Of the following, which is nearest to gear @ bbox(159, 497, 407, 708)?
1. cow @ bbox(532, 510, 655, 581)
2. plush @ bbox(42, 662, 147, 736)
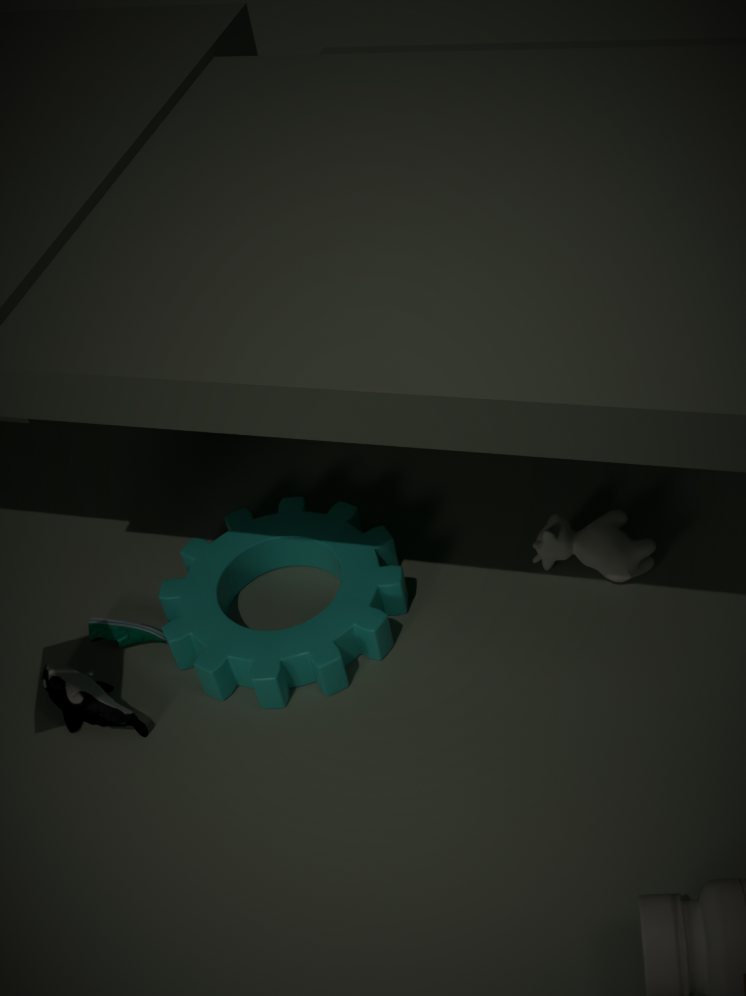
plush @ bbox(42, 662, 147, 736)
